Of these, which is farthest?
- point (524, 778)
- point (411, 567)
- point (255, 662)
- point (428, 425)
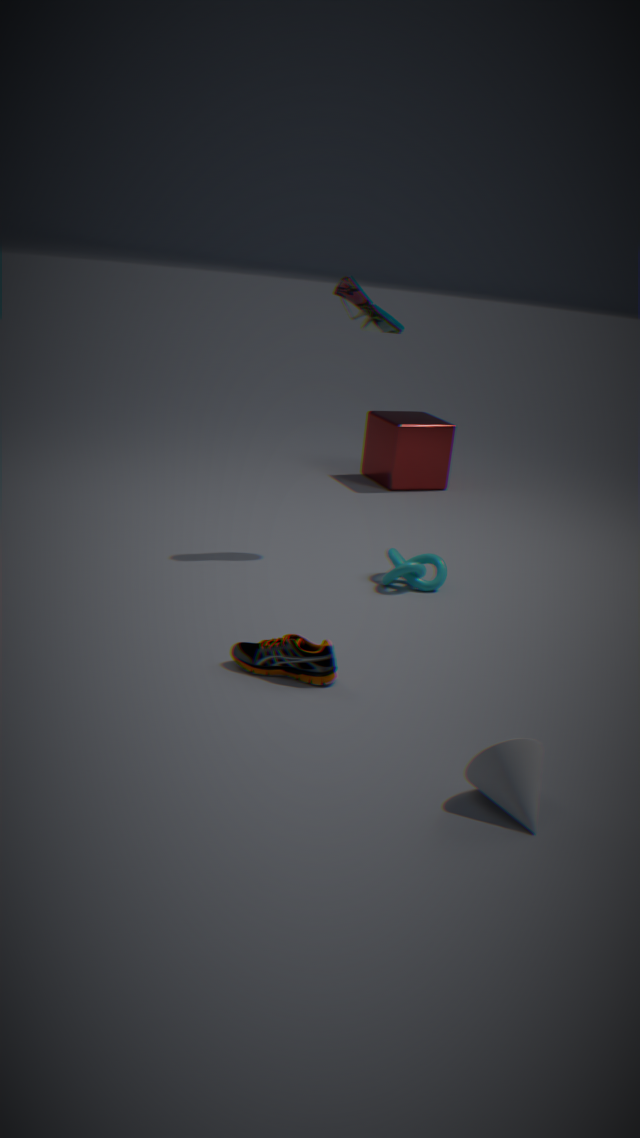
point (428, 425)
